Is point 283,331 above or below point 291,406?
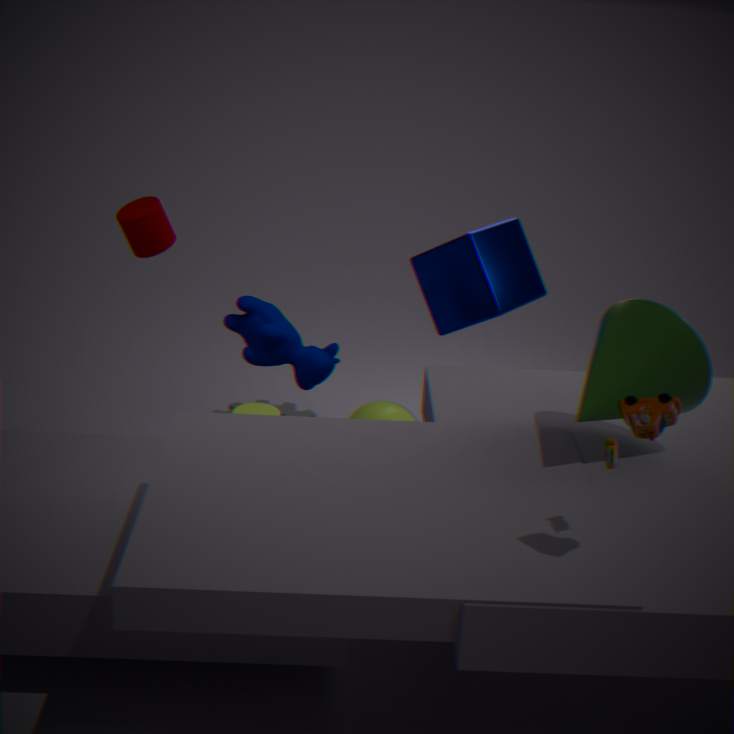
above
